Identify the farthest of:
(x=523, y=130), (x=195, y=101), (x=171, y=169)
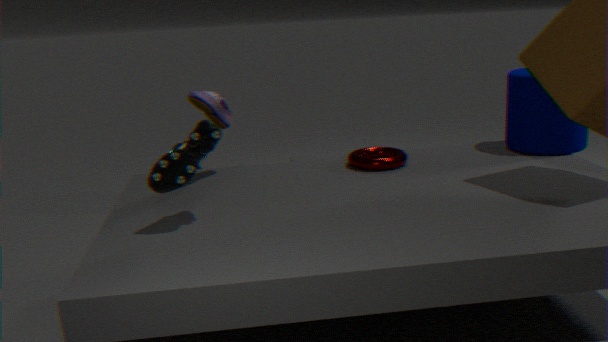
(x=523, y=130)
